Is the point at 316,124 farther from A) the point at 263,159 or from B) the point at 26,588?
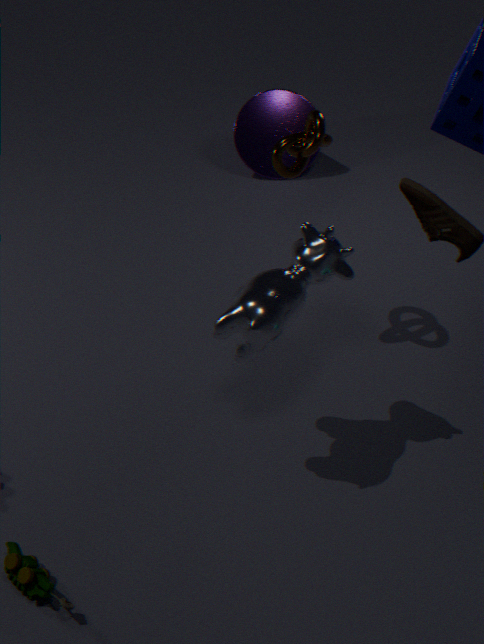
B) the point at 26,588
